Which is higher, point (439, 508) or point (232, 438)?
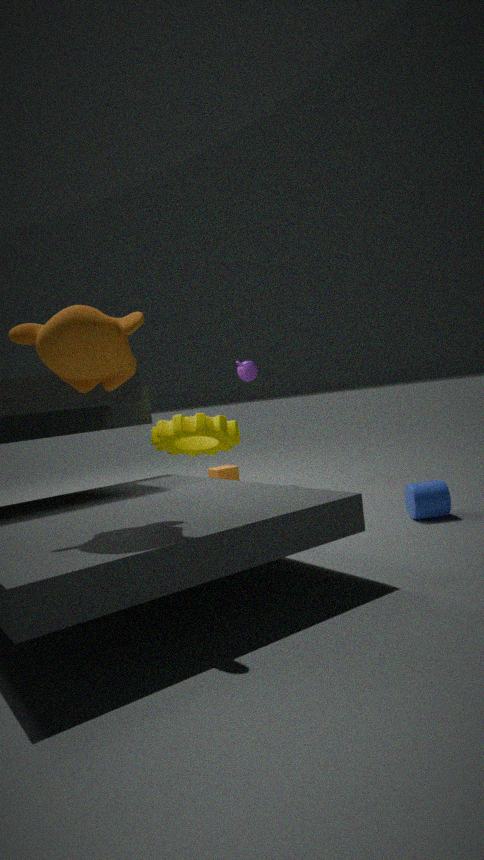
point (232, 438)
